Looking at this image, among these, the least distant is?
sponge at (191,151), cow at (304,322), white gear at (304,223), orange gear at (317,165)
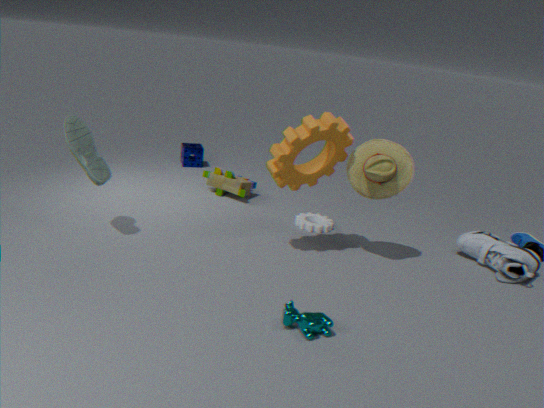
cow at (304,322)
